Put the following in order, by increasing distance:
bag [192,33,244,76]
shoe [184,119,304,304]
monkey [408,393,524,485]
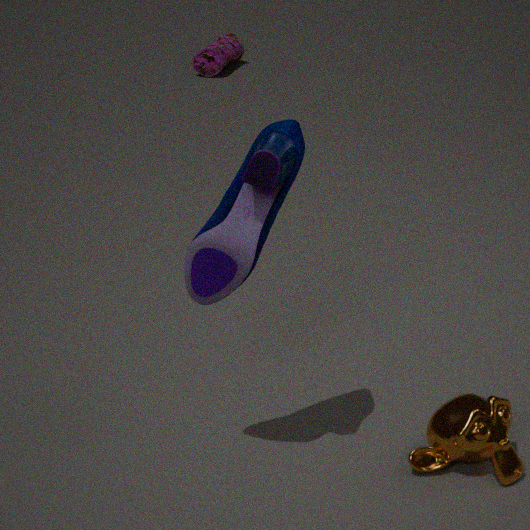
shoe [184,119,304,304]
monkey [408,393,524,485]
bag [192,33,244,76]
